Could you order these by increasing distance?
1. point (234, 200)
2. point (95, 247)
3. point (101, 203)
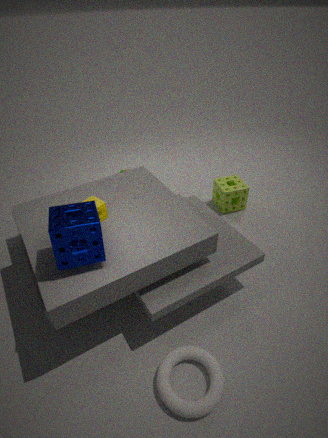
point (95, 247), point (101, 203), point (234, 200)
